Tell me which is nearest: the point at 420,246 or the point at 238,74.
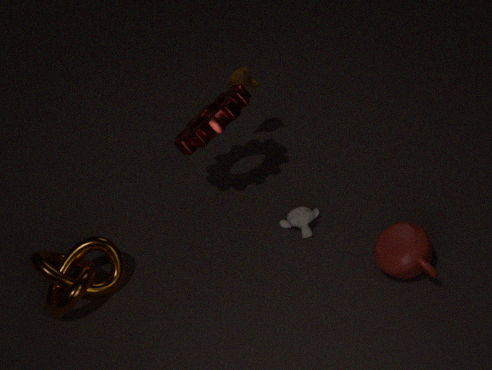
the point at 420,246
